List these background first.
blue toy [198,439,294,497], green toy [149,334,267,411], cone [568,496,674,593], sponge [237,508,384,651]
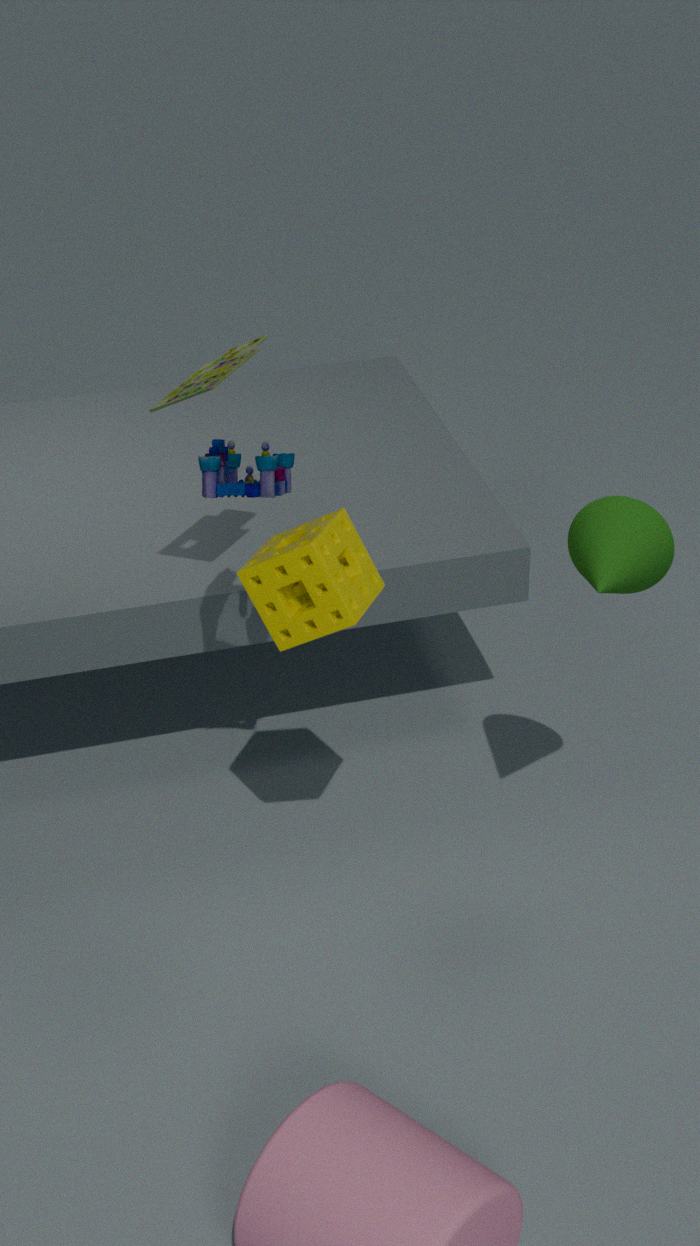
1. green toy [149,334,267,411]
2. cone [568,496,674,593]
3. blue toy [198,439,294,497]
4. sponge [237,508,384,651]
